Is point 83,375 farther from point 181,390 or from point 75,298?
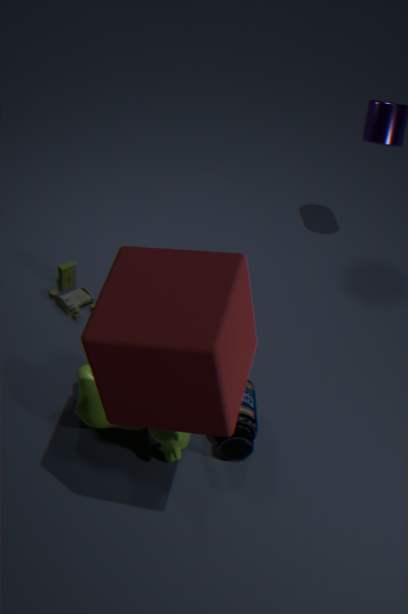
point 181,390
